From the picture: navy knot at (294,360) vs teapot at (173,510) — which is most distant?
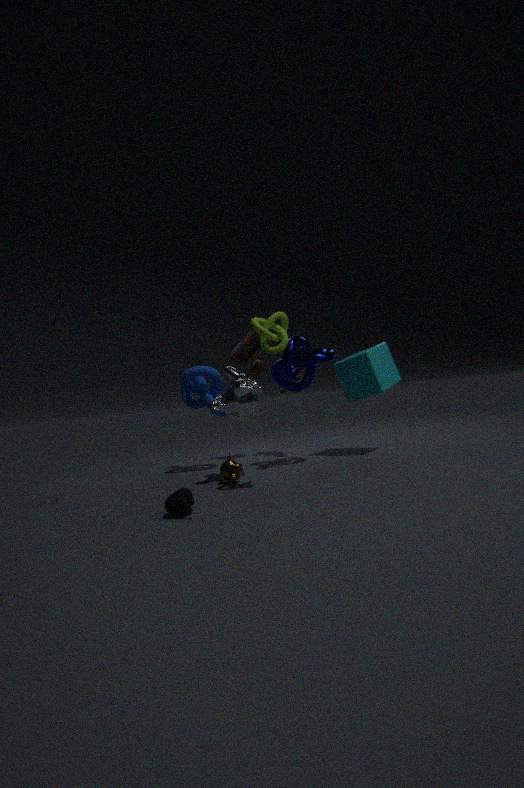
navy knot at (294,360)
